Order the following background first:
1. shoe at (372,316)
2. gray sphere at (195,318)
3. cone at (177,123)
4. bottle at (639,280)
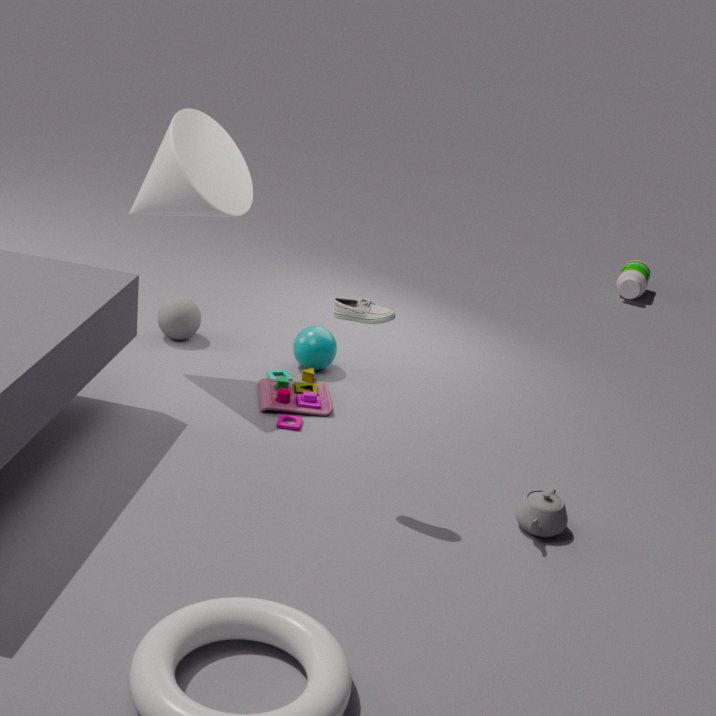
bottle at (639,280)
gray sphere at (195,318)
cone at (177,123)
shoe at (372,316)
